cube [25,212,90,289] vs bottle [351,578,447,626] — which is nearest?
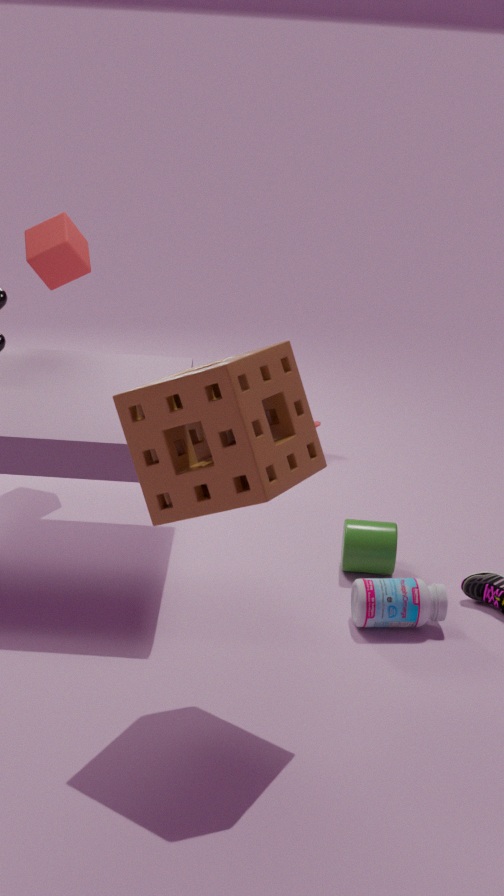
bottle [351,578,447,626]
